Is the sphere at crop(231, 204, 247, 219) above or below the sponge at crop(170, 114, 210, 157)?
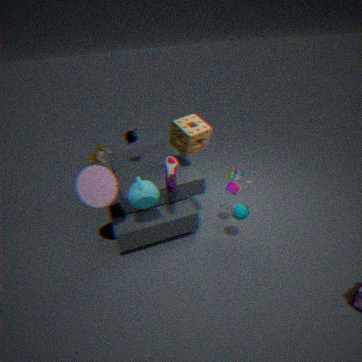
below
